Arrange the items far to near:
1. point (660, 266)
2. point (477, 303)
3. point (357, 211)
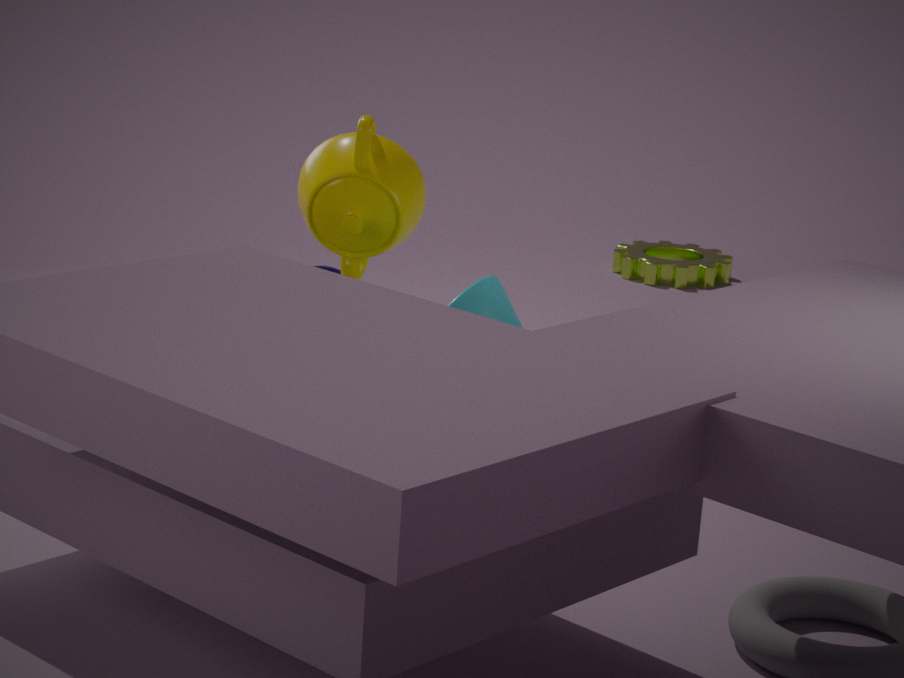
point (660, 266) → point (357, 211) → point (477, 303)
